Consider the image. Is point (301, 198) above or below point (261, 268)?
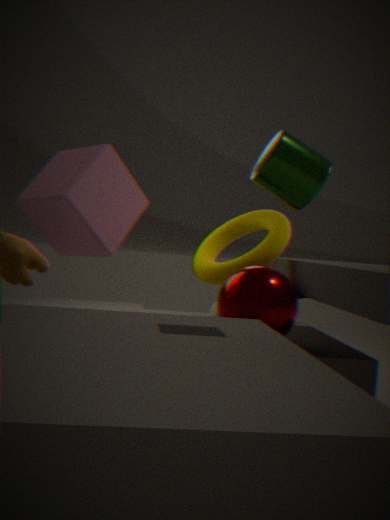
above
